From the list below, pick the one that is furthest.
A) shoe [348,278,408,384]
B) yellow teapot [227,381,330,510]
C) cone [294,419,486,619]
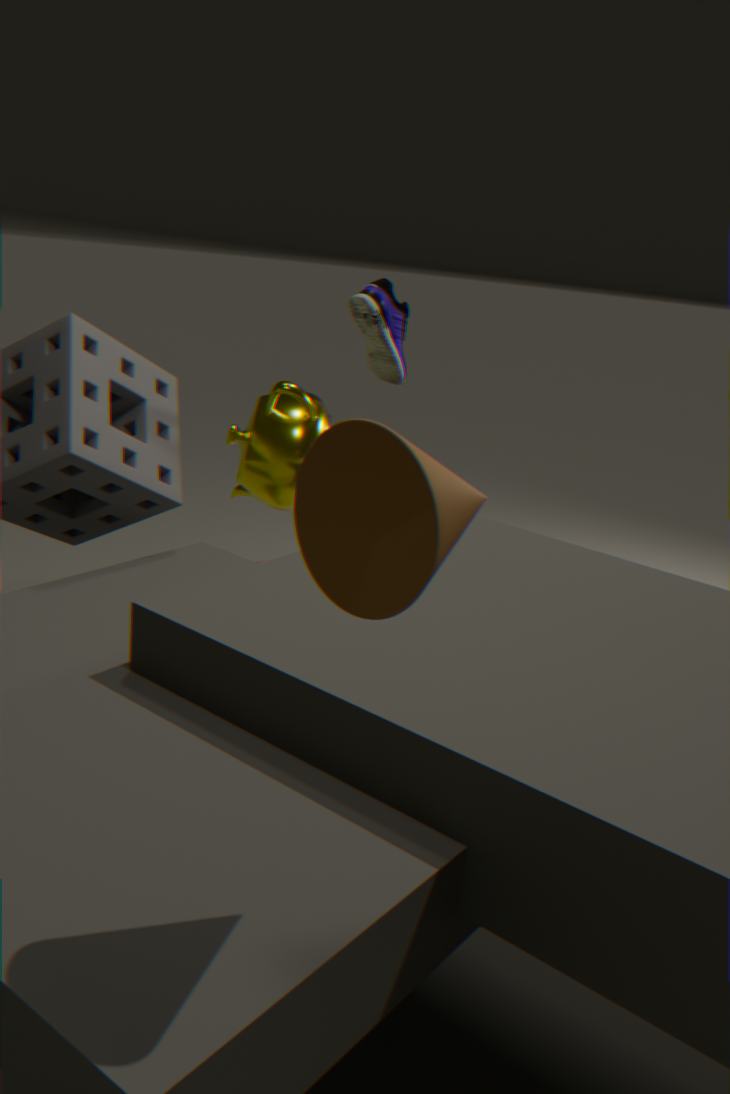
shoe [348,278,408,384]
